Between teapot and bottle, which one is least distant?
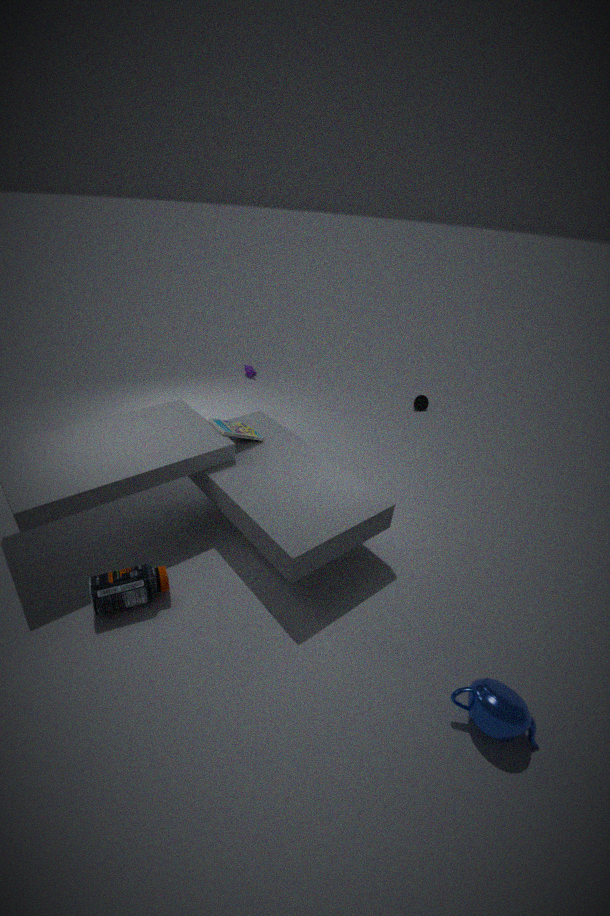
teapot
